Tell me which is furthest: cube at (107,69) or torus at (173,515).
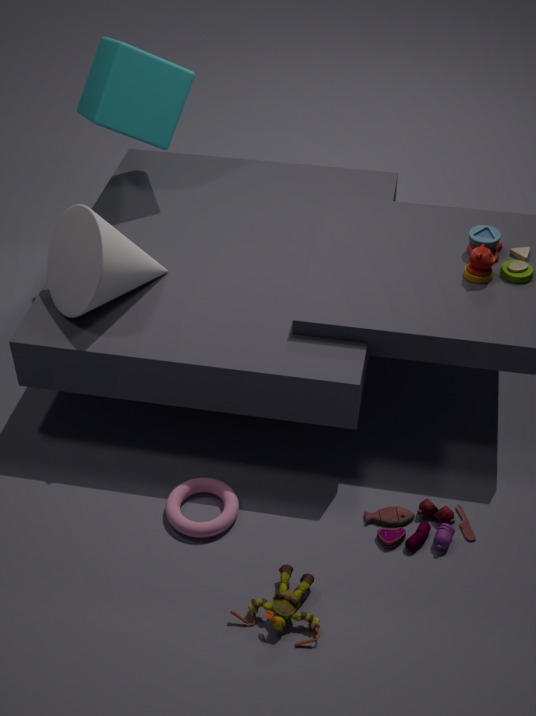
cube at (107,69)
